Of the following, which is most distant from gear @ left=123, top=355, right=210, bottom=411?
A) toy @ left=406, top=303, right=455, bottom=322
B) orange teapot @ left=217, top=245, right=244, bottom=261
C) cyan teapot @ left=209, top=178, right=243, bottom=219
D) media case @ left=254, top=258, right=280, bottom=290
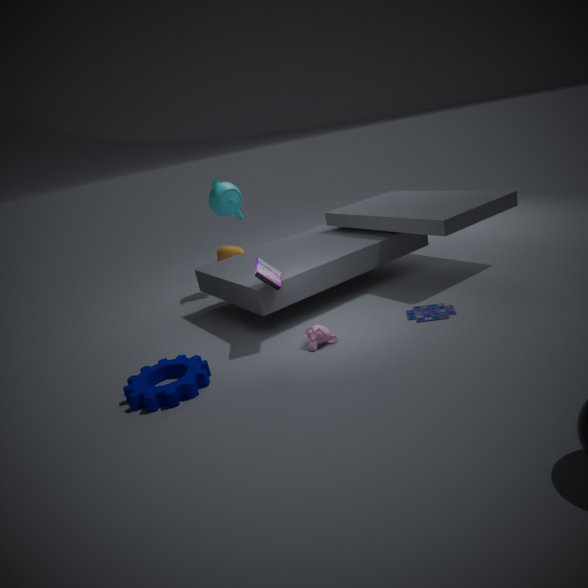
orange teapot @ left=217, top=245, right=244, bottom=261
